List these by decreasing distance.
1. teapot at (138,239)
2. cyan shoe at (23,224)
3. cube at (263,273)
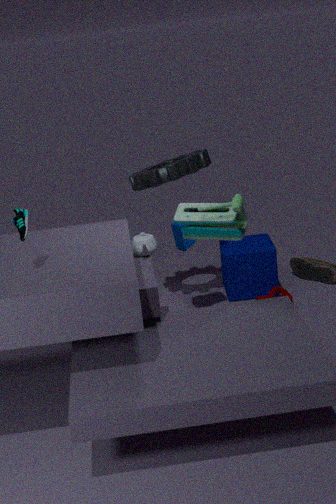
cube at (263,273) → teapot at (138,239) → cyan shoe at (23,224)
